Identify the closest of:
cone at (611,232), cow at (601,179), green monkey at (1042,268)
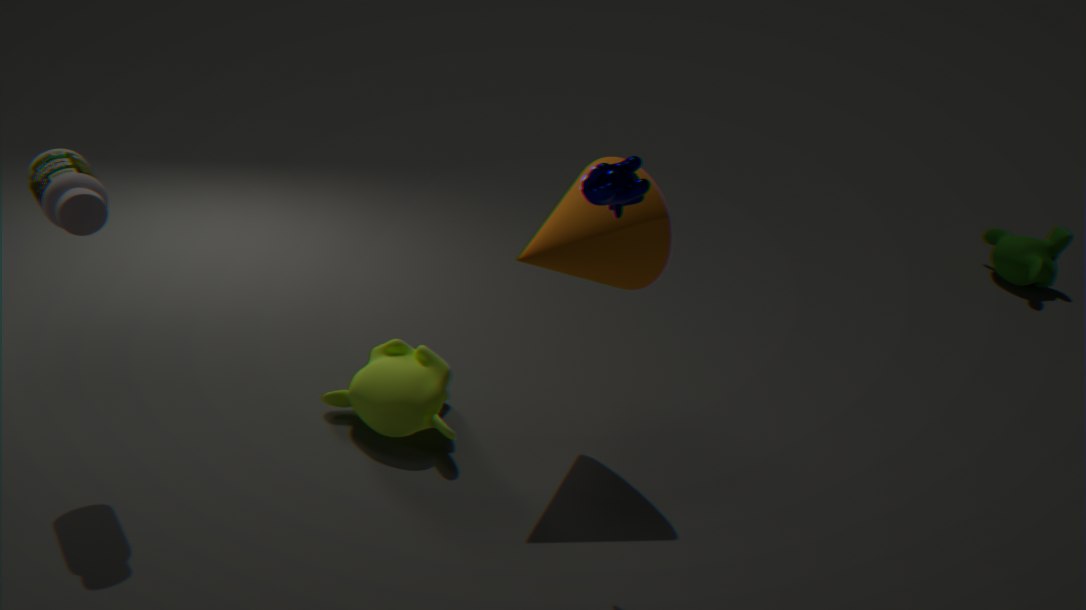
→ cow at (601,179)
